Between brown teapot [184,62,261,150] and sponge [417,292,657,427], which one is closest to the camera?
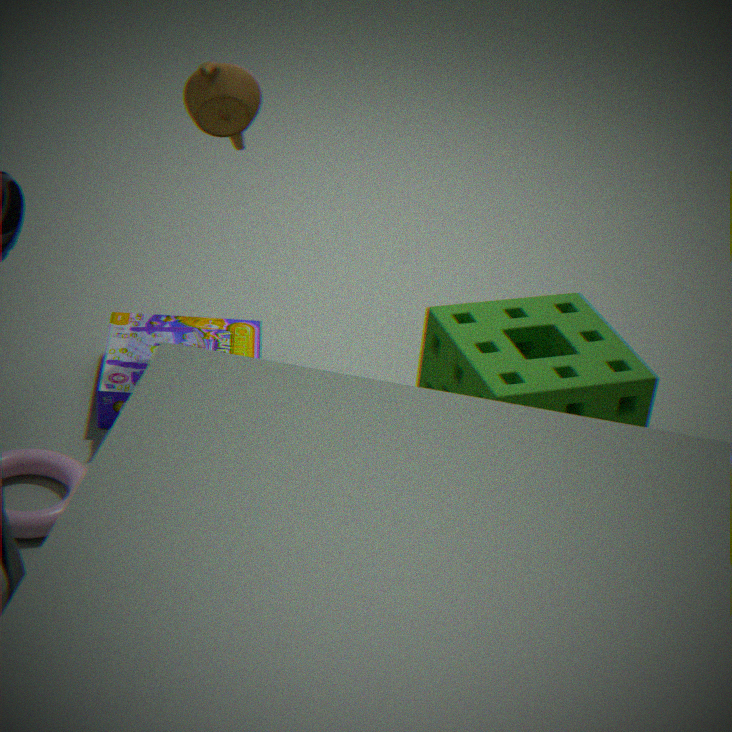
sponge [417,292,657,427]
